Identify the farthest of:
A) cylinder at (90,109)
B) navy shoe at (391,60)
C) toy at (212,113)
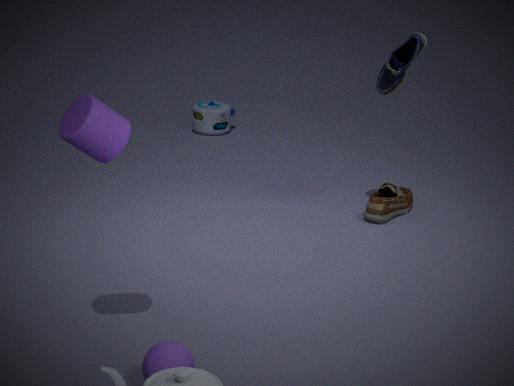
toy at (212,113)
